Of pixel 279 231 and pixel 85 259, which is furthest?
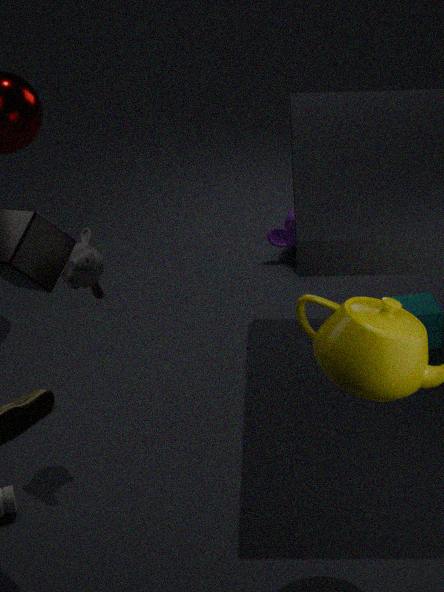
pixel 279 231
